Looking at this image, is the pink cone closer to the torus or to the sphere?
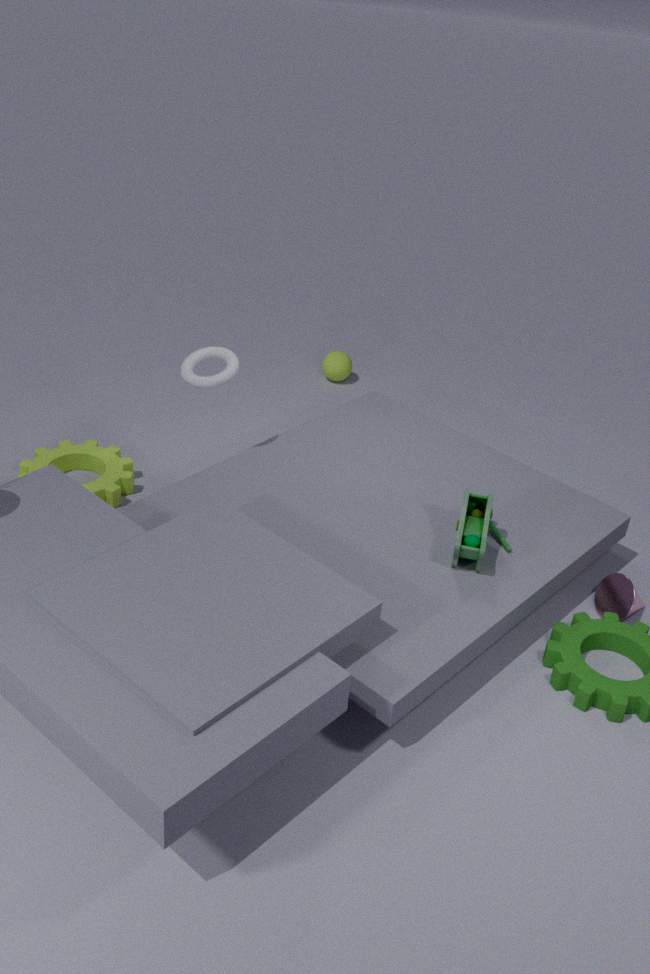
the torus
